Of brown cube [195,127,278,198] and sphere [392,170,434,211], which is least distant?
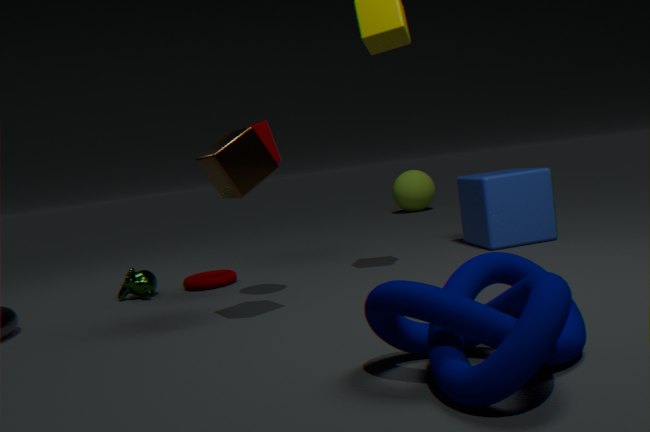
brown cube [195,127,278,198]
